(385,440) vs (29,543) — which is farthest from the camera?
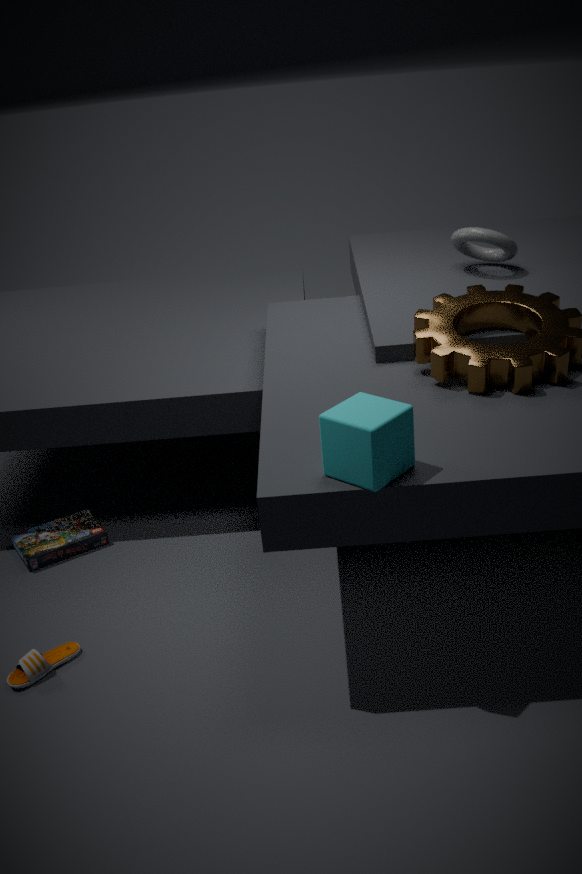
(29,543)
